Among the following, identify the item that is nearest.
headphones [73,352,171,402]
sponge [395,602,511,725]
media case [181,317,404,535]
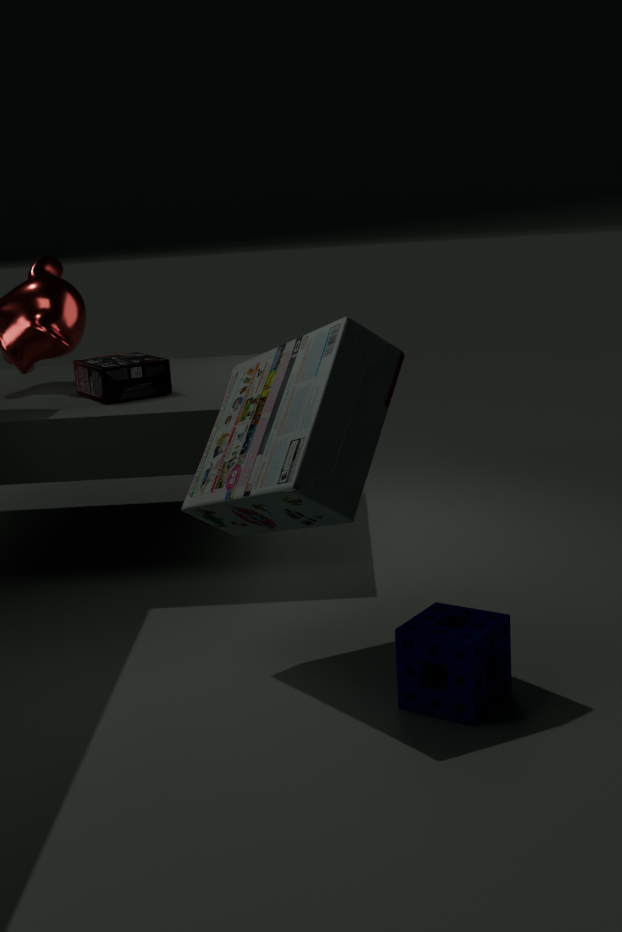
media case [181,317,404,535]
